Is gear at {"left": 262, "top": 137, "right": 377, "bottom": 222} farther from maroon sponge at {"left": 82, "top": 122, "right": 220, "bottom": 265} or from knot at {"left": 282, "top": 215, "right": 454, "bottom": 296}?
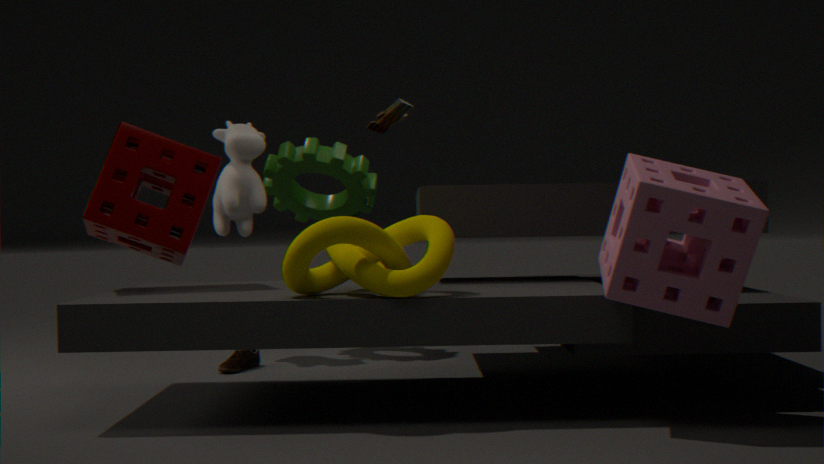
knot at {"left": 282, "top": 215, "right": 454, "bottom": 296}
